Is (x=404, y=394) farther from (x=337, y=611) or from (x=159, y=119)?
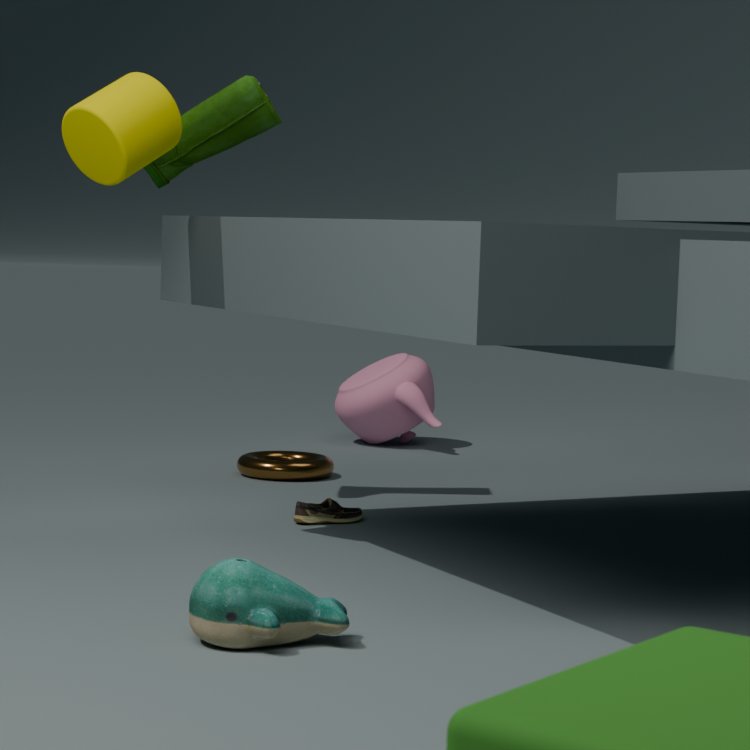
(x=337, y=611)
